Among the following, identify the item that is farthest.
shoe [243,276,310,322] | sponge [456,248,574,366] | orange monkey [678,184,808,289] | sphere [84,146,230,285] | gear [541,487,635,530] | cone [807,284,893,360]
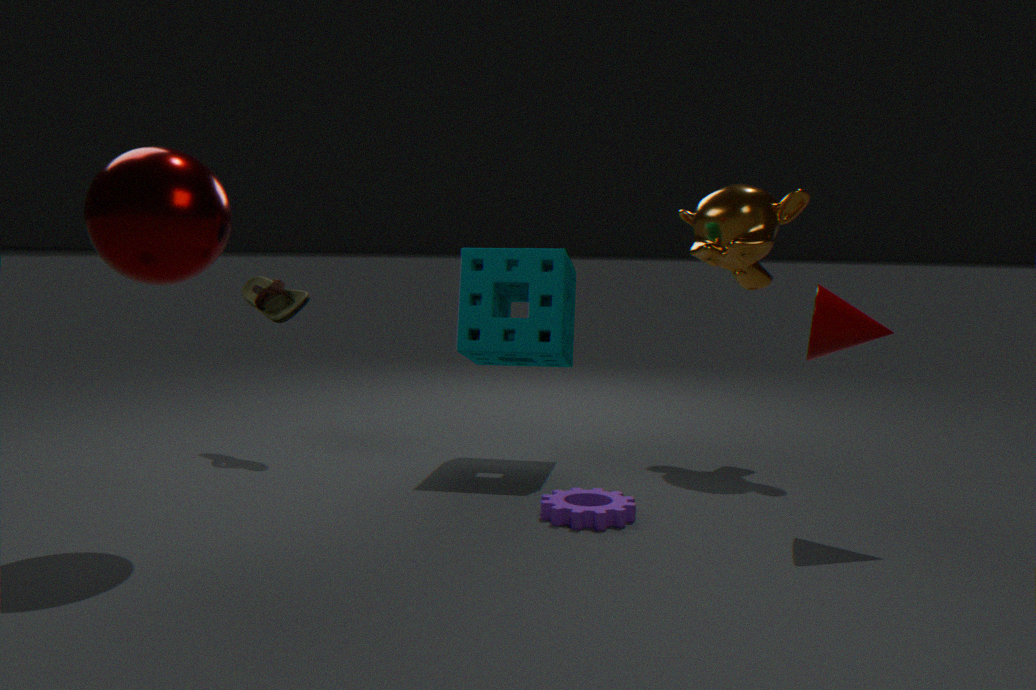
shoe [243,276,310,322]
